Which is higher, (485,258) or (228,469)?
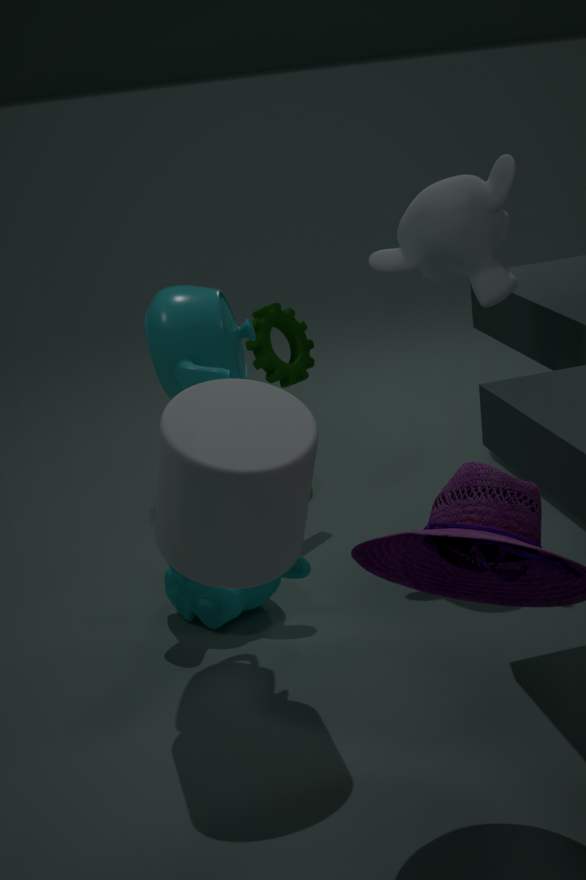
(485,258)
